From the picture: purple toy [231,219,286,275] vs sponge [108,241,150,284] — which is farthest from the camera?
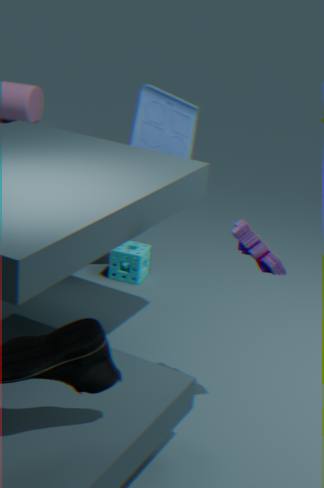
sponge [108,241,150,284]
